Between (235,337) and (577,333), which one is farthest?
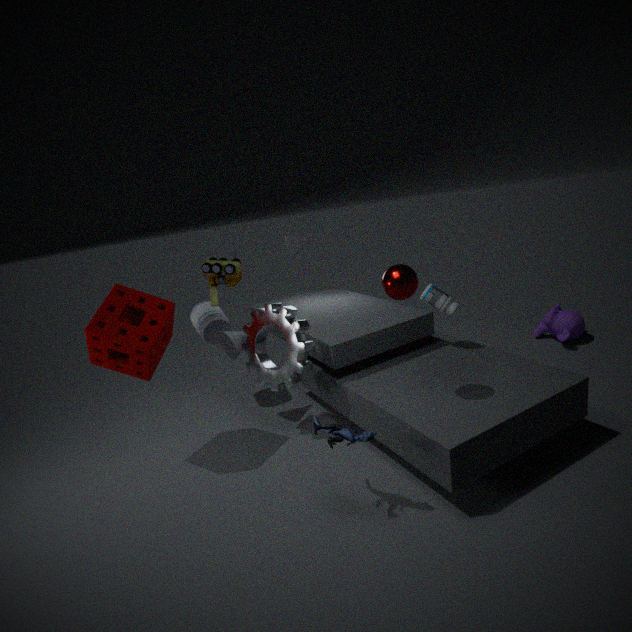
(577,333)
